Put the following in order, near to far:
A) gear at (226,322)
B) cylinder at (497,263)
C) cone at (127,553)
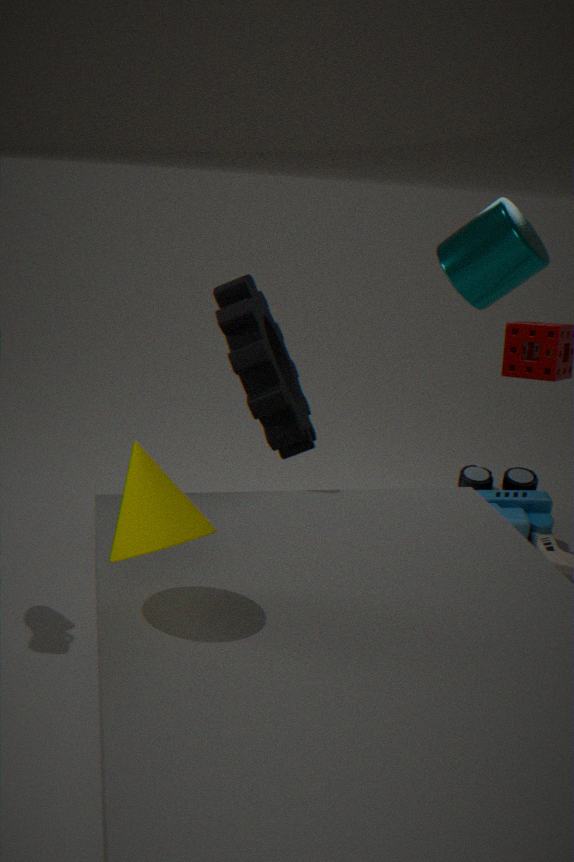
cone at (127,553) < cylinder at (497,263) < gear at (226,322)
